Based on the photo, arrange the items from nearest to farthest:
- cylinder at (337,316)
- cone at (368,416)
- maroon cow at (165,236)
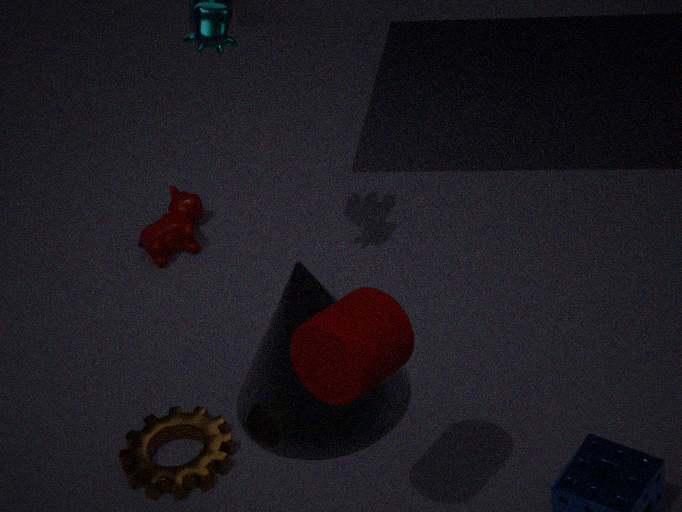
cylinder at (337,316) < cone at (368,416) < maroon cow at (165,236)
